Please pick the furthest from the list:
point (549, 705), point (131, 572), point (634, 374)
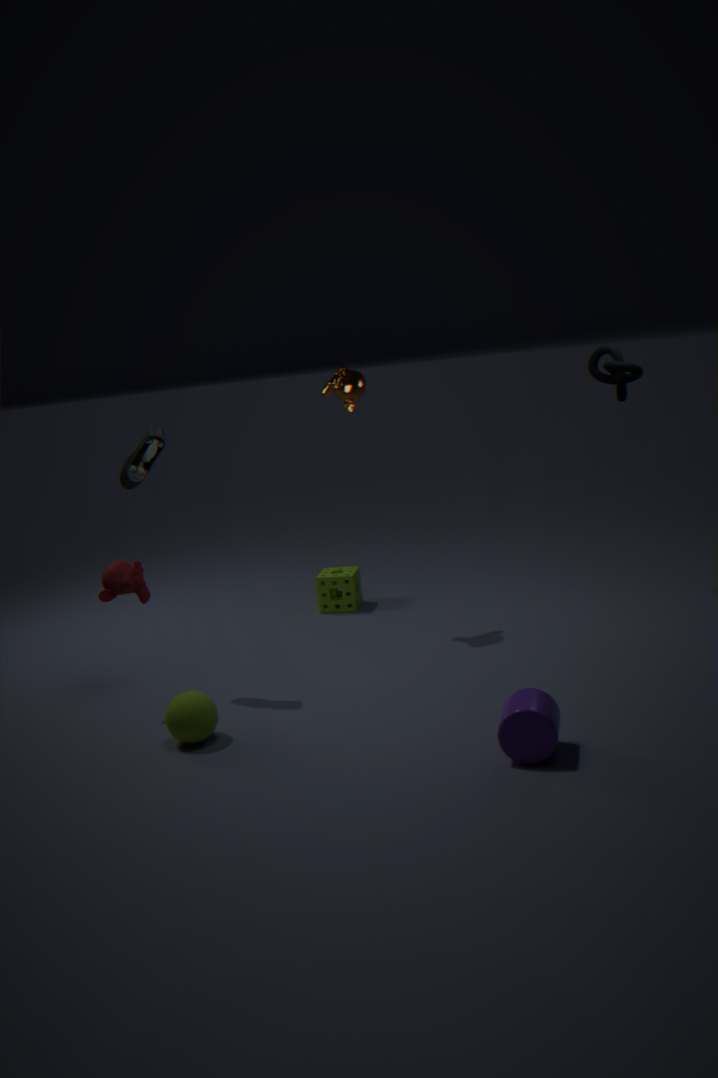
point (634, 374)
